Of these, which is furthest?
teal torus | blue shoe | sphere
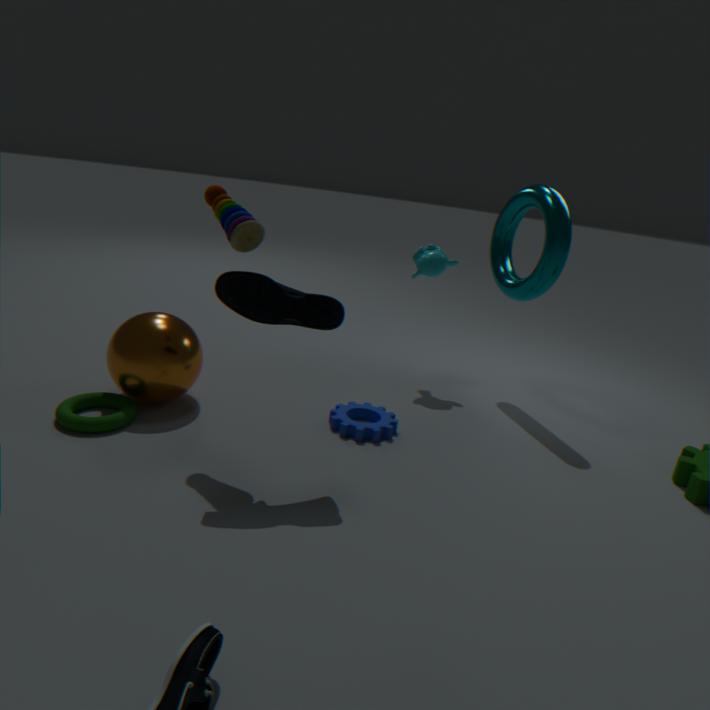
teal torus
